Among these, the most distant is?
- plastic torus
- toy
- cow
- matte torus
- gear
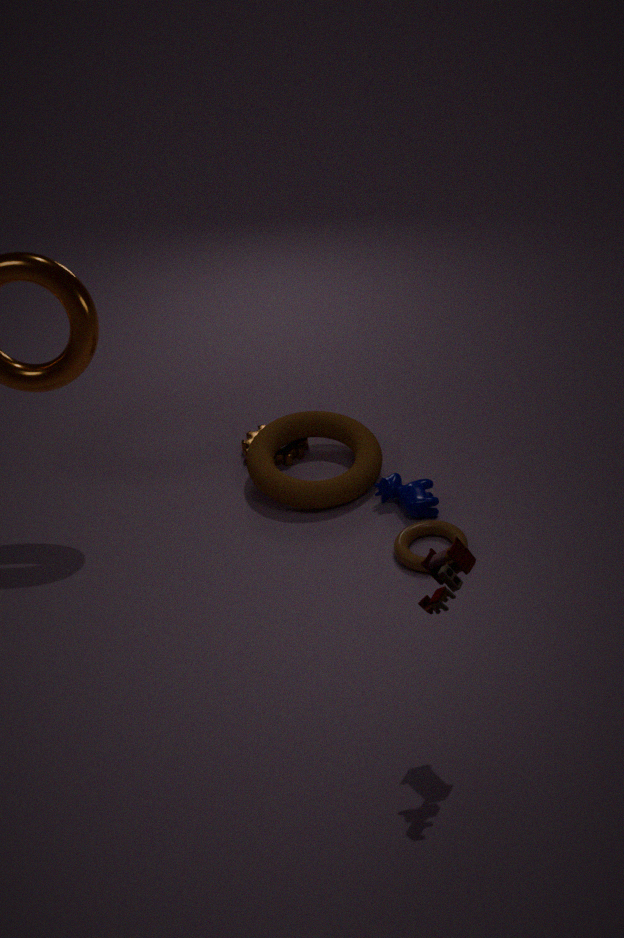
gear
